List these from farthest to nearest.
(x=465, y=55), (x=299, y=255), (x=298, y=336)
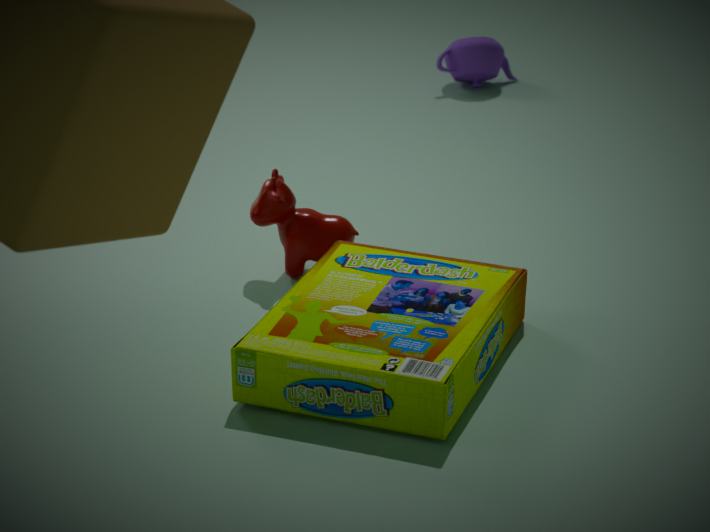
(x=465, y=55) → (x=299, y=255) → (x=298, y=336)
